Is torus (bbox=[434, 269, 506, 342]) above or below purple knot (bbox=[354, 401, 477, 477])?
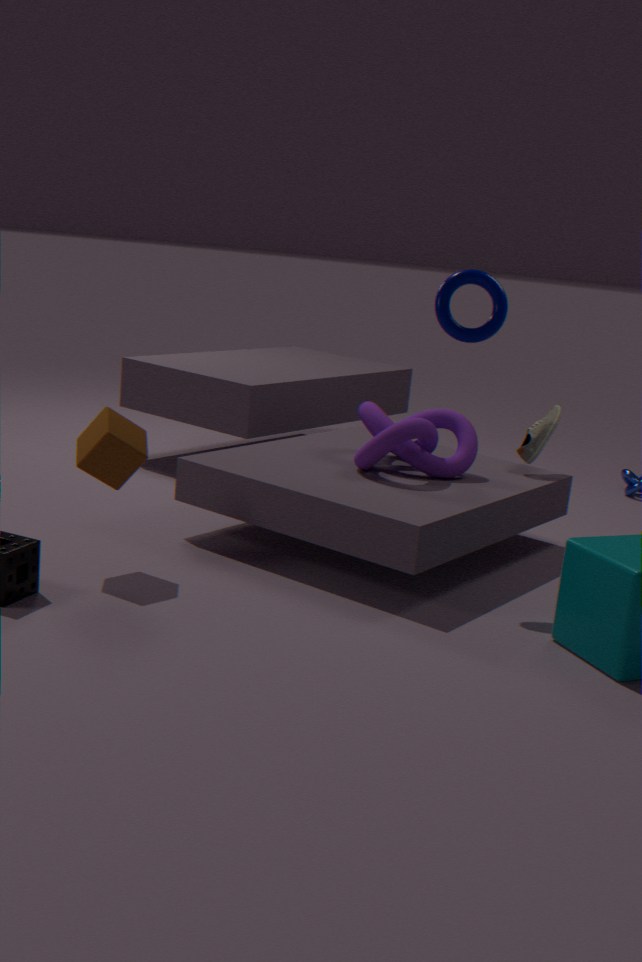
above
